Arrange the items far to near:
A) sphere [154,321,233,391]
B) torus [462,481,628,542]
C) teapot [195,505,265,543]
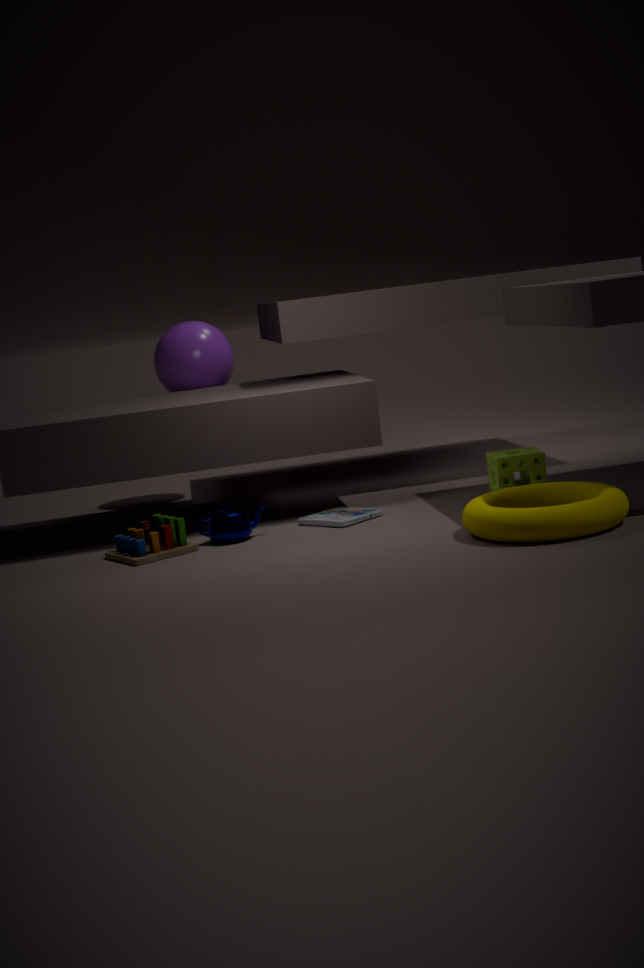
sphere [154,321,233,391], teapot [195,505,265,543], torus [462,481,628,542]
